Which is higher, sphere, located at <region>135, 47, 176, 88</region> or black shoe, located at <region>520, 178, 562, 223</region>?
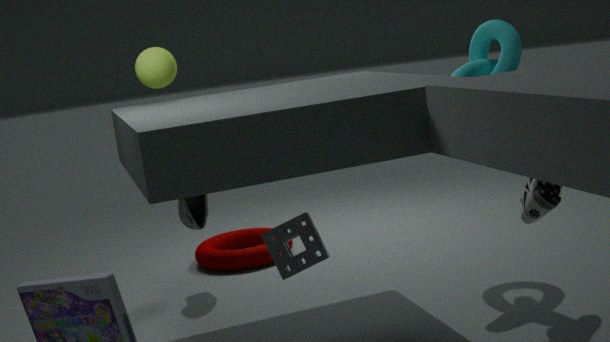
sphere, located at <region>135, 47, 176, 88</region>
